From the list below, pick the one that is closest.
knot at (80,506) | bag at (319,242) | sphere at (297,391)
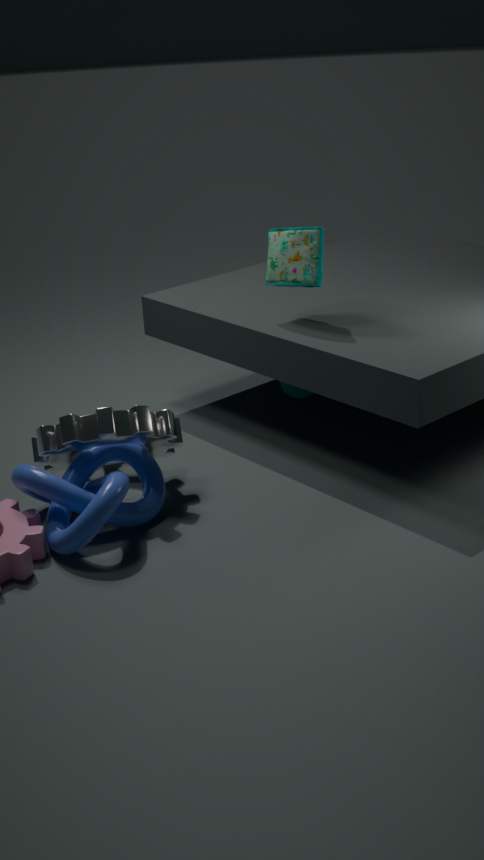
knot at (80,506)
